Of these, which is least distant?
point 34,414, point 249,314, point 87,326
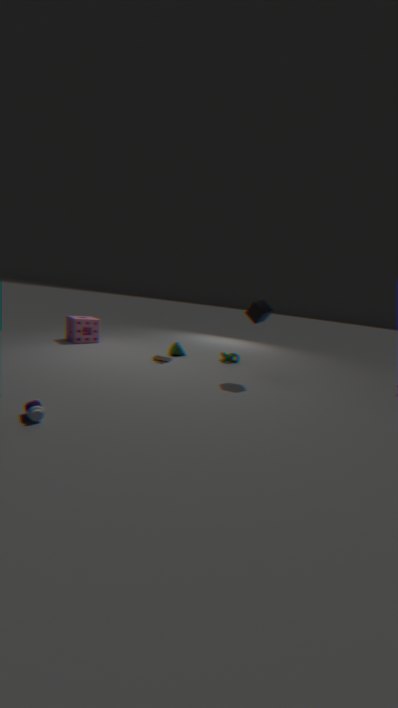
point 34,414
